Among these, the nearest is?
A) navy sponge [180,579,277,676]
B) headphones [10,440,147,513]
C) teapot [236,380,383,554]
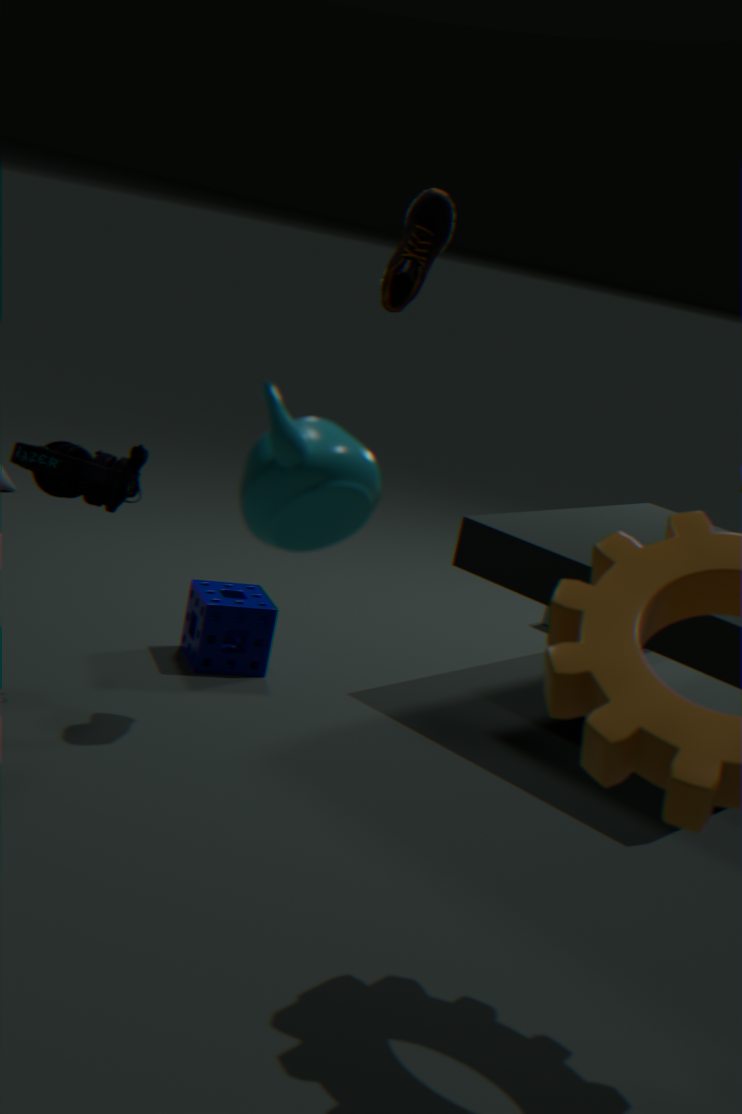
teapot [236,380,383,554]
